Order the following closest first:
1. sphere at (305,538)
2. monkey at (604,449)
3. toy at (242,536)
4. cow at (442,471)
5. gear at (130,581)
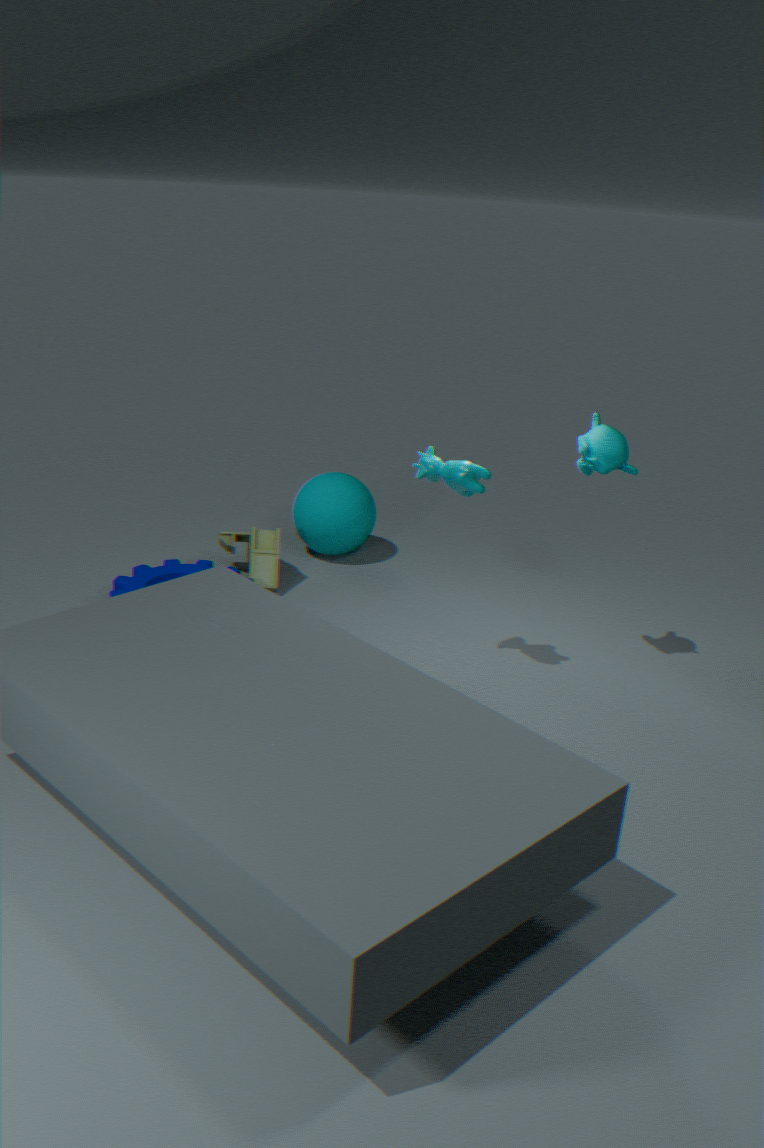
cow at (442,471)
monkey at (604,449)
gear at (130,581)
toy at (242,536)
sphere at (305,538)
